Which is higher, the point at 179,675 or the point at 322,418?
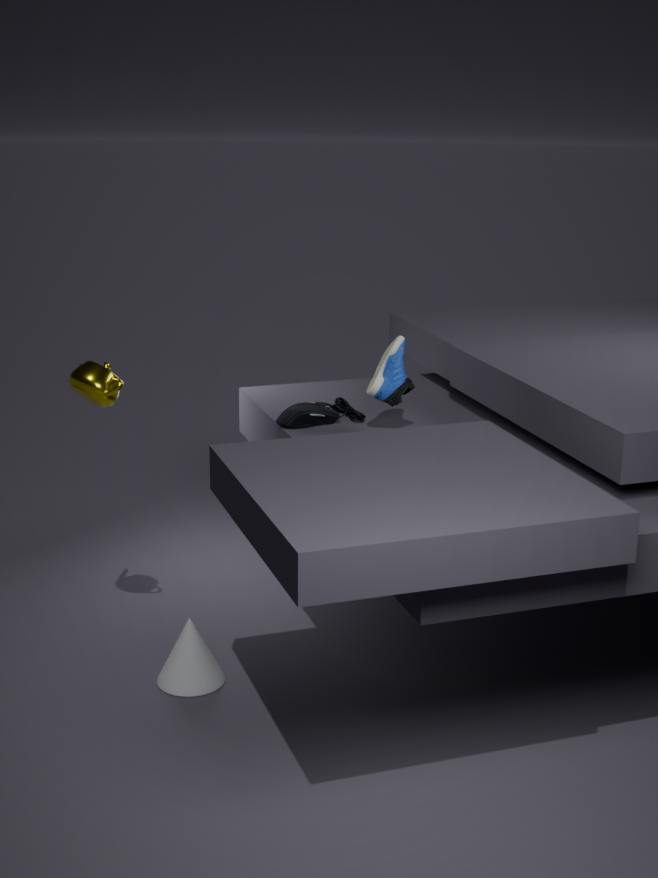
the point at 322,418
